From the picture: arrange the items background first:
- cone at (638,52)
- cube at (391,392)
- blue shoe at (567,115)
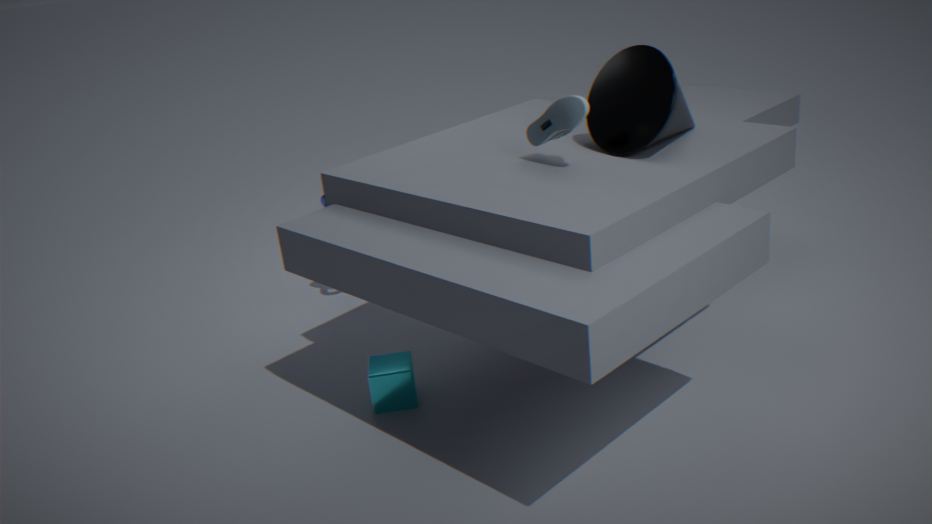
cube at (391,392), cone at (638,52), blue shoe at (567,115)
